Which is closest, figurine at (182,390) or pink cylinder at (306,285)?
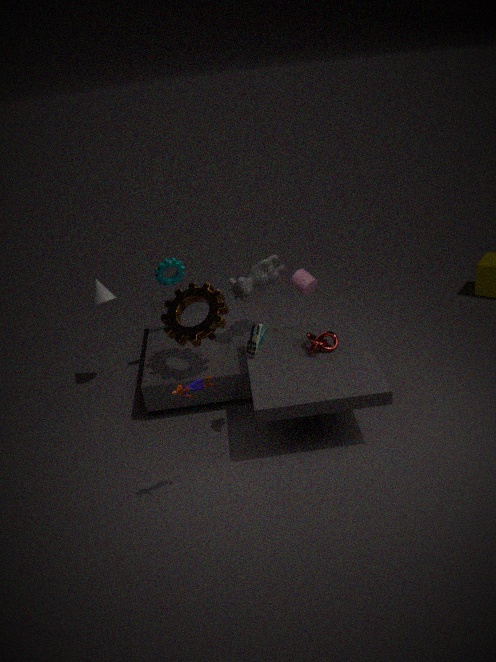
figurine at (182,390)
